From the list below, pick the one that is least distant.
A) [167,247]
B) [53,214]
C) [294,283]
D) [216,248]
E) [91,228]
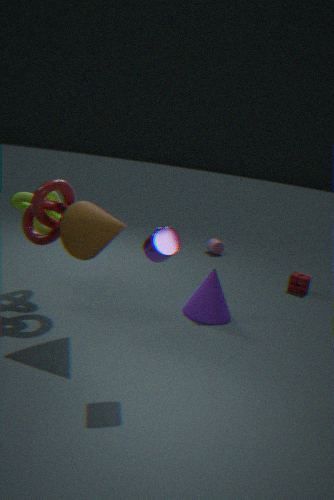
[167,247]
